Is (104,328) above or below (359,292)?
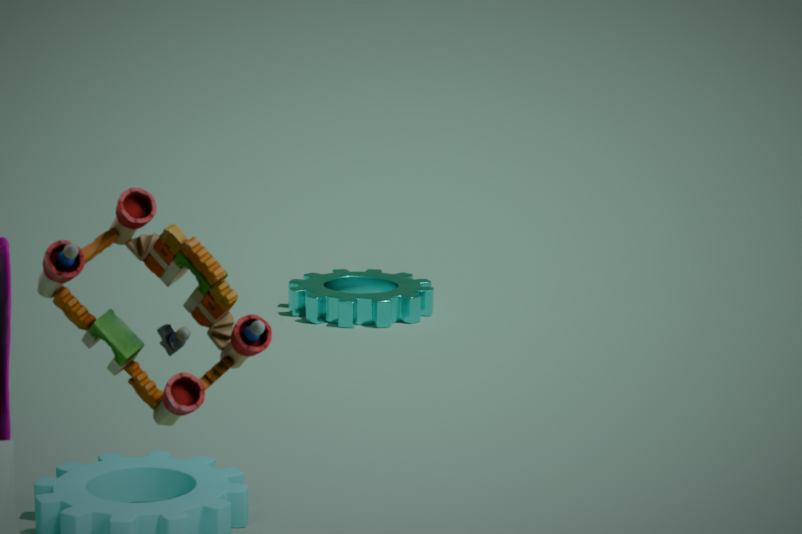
above
